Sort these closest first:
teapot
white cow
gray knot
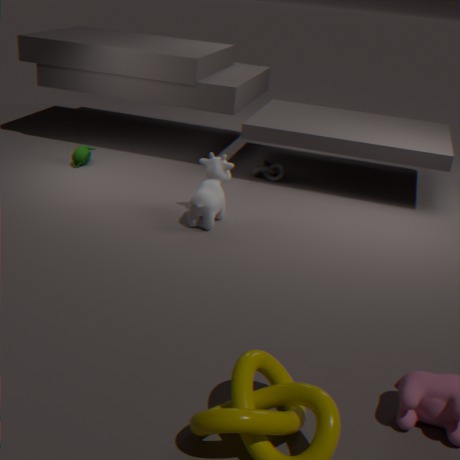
white cow → teapot → gray knot
